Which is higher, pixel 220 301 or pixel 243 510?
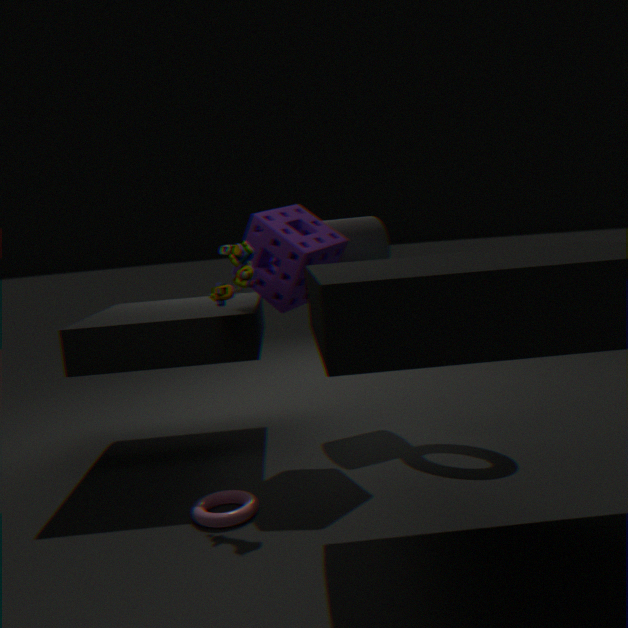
pixel 220 301
